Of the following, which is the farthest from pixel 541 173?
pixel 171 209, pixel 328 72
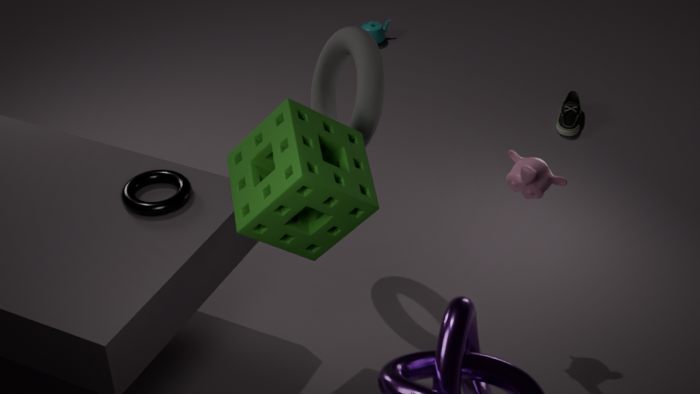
pixel 171 209
